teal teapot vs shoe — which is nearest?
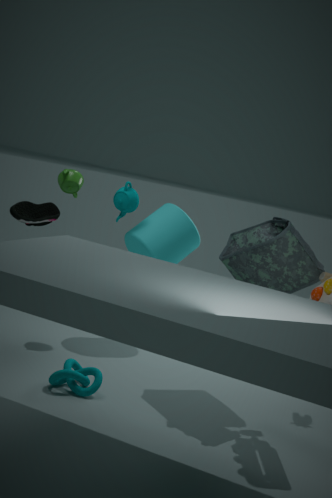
shoe
